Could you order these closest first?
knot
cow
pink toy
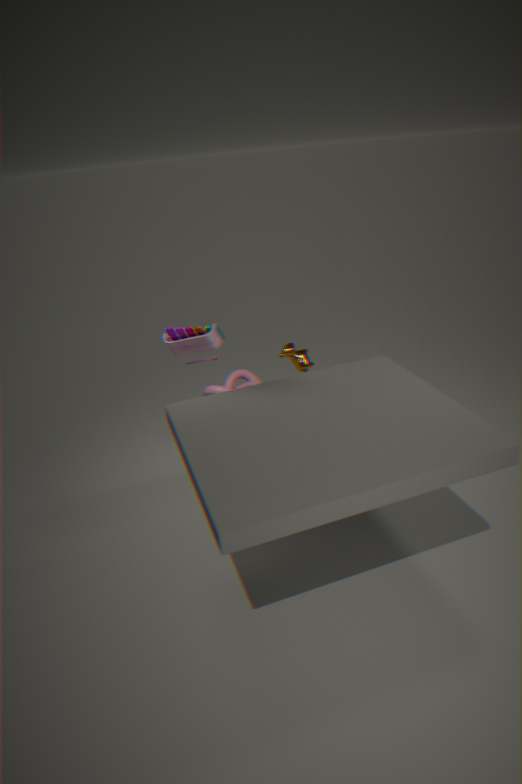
pink toy, cow, knot
